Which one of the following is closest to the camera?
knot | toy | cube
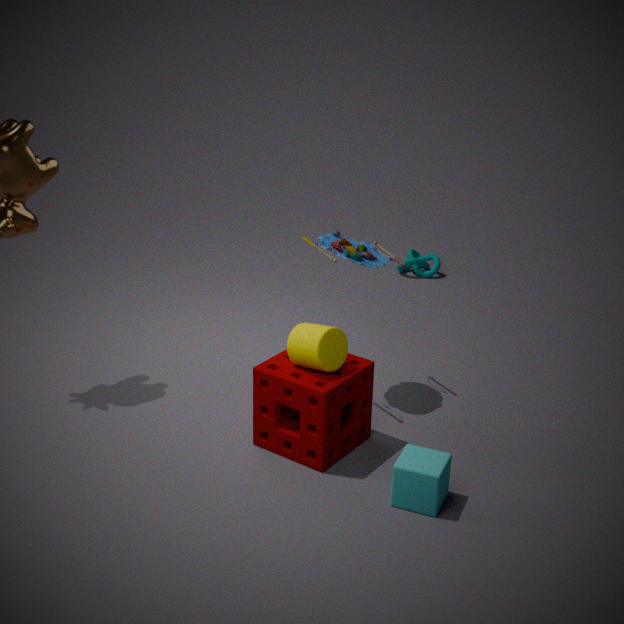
cube
